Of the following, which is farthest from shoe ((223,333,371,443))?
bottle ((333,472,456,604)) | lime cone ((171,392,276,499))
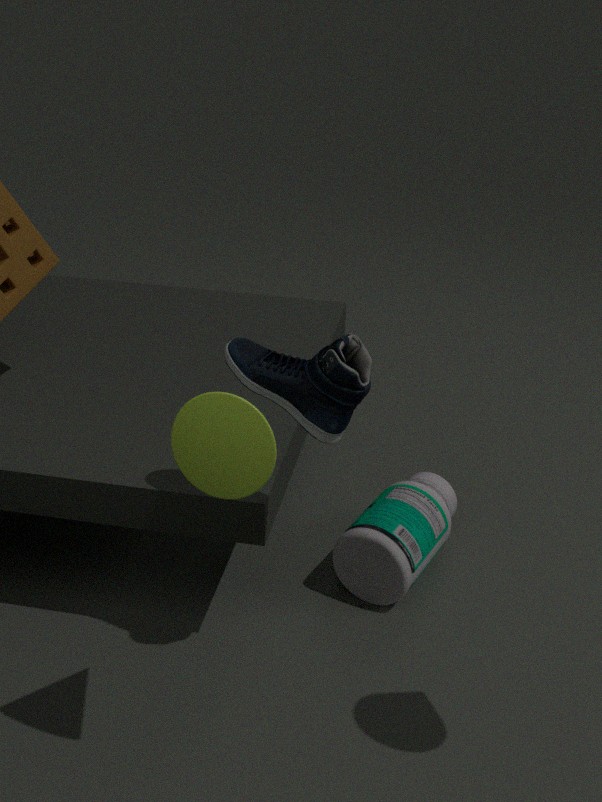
bottle ((333,472,456,604))
